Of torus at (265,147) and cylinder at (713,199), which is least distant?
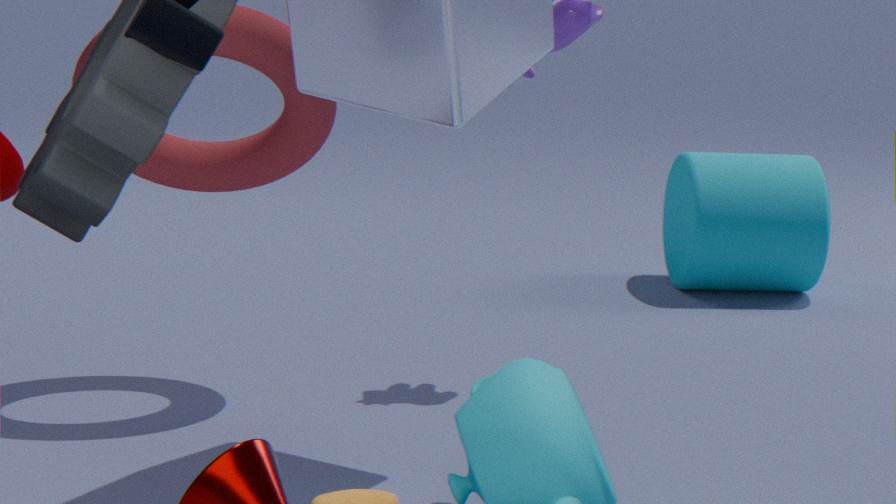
torus at (265,147)
